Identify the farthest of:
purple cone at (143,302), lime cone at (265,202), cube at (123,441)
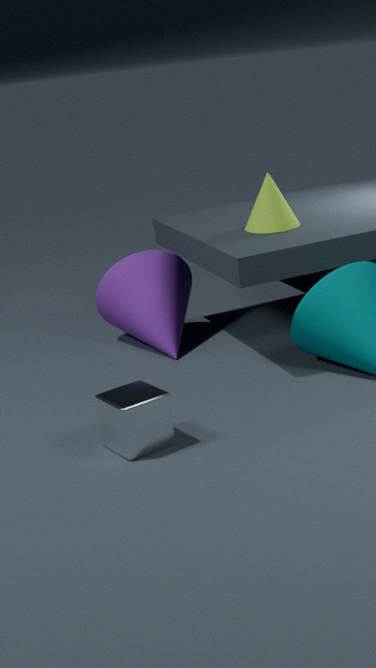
purple cone at (143,302)
